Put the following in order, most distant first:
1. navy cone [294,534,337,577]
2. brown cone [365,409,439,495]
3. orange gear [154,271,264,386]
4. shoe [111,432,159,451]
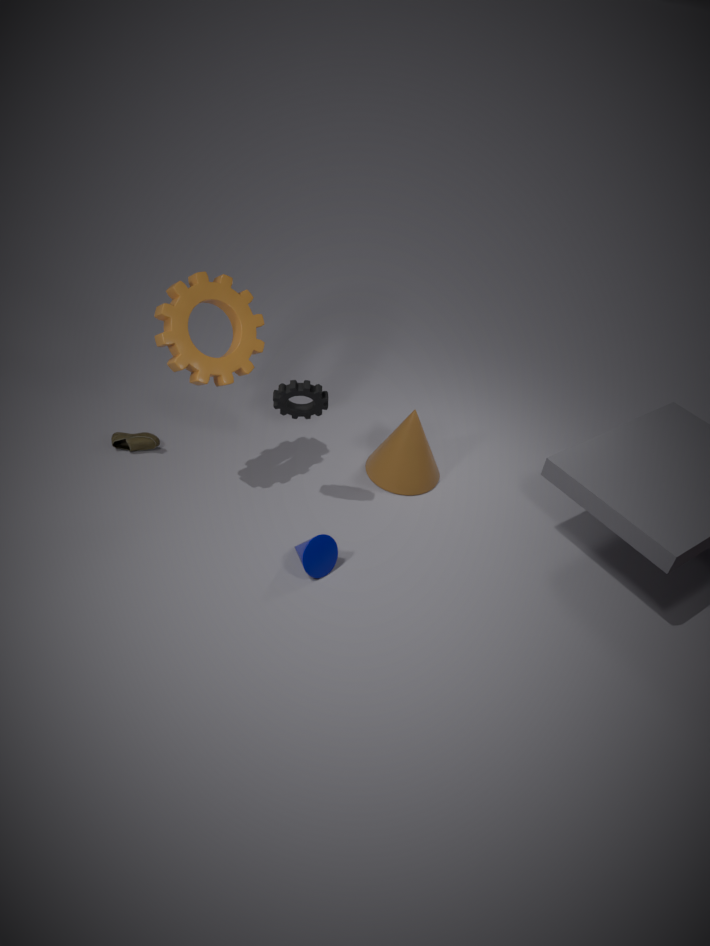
shoe [111,432,159,451] < brown cone [365,409,439,495] < navy cone [294,534,337,577] < orange gear [154,271,264,386]
